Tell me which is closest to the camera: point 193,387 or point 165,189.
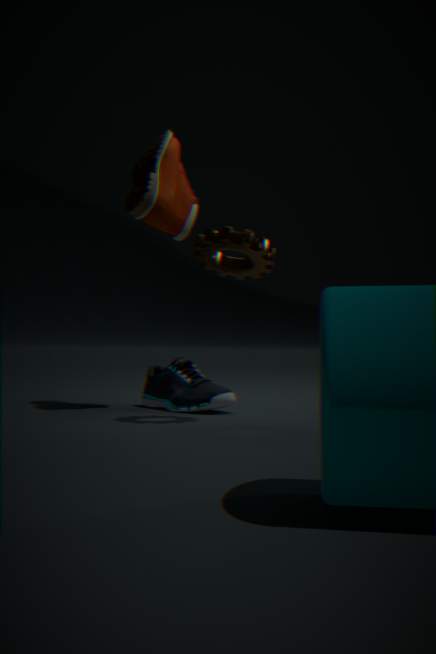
point 193,387
